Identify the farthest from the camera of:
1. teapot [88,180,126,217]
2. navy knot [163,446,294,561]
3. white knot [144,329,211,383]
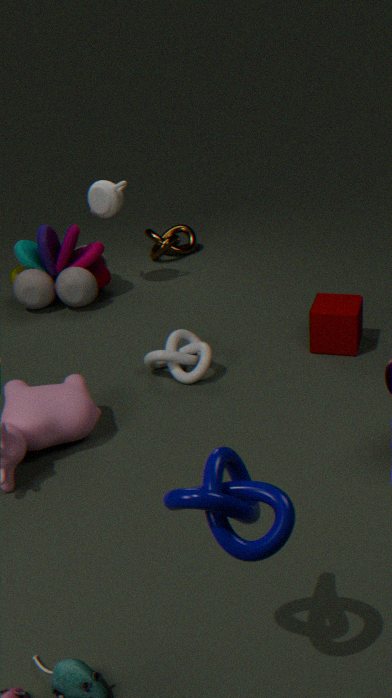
teapot [88,180,126,217]
